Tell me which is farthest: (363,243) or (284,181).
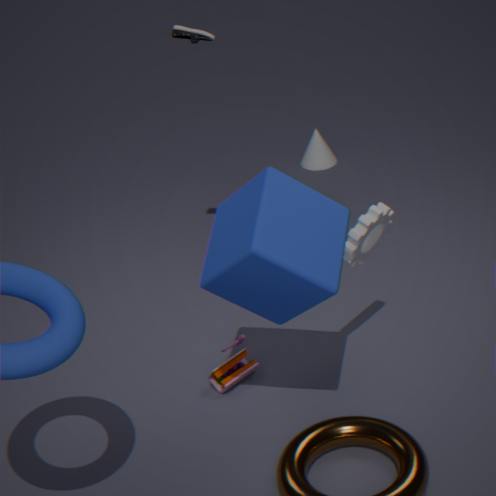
(363,243)
